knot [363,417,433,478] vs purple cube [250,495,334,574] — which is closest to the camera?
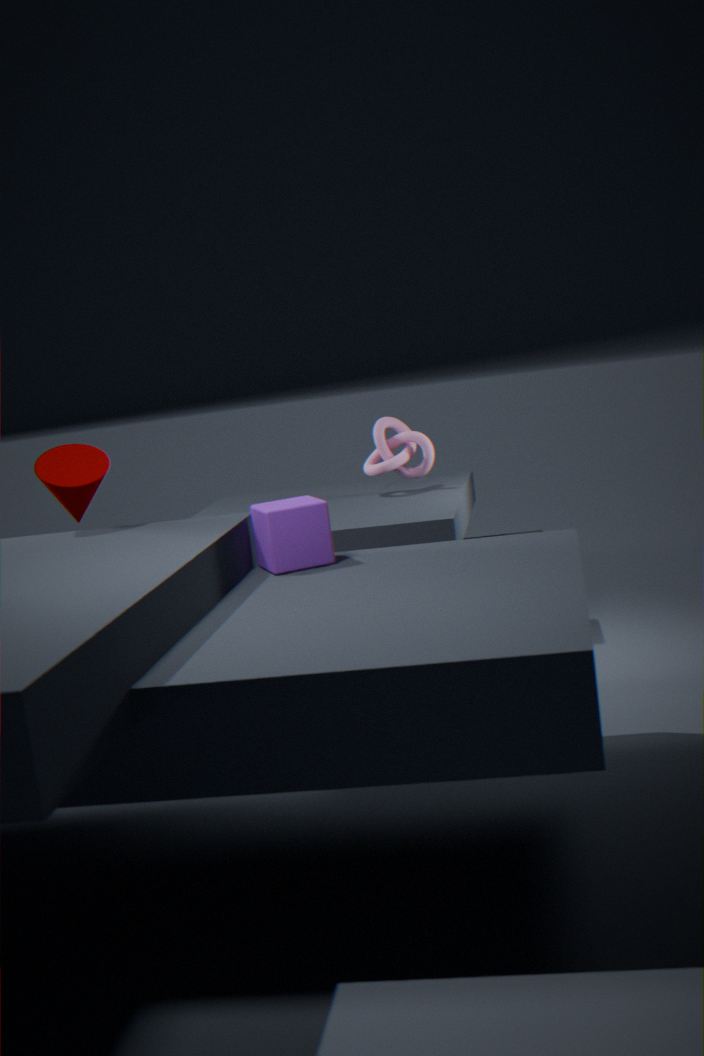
purple cube [250,495,334,574]
